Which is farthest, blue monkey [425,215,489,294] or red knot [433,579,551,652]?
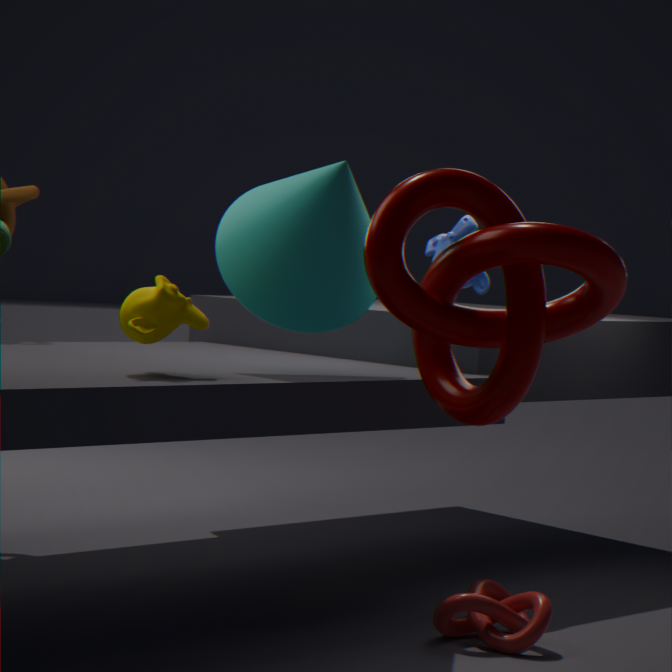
blue monkey [425,215,489,294]
